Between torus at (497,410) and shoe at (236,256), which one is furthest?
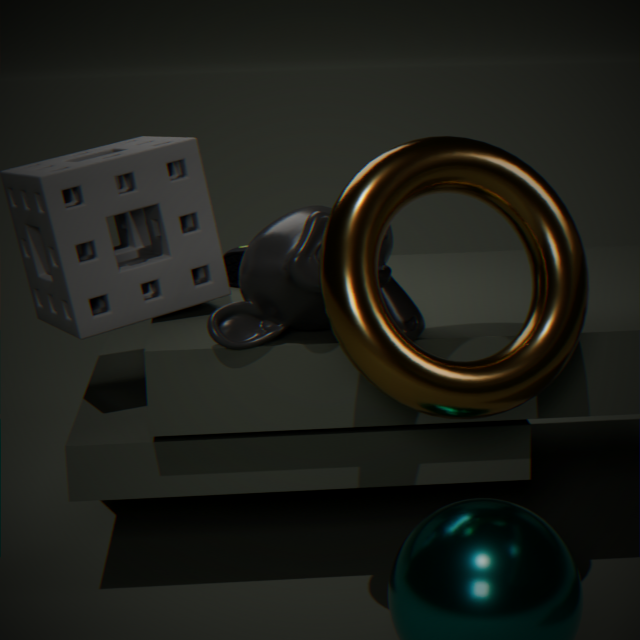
shoe at (236,256)
